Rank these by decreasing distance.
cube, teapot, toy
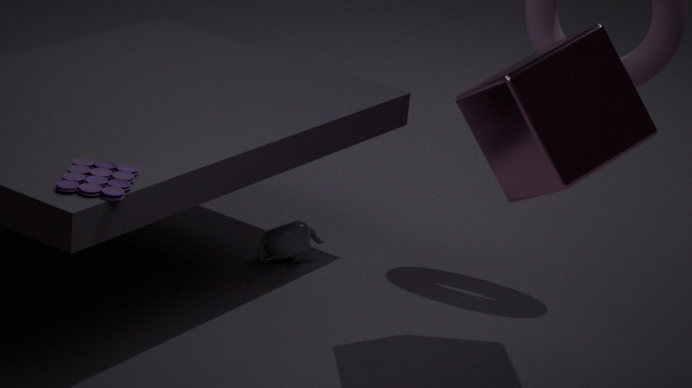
teapot
cube
toy
